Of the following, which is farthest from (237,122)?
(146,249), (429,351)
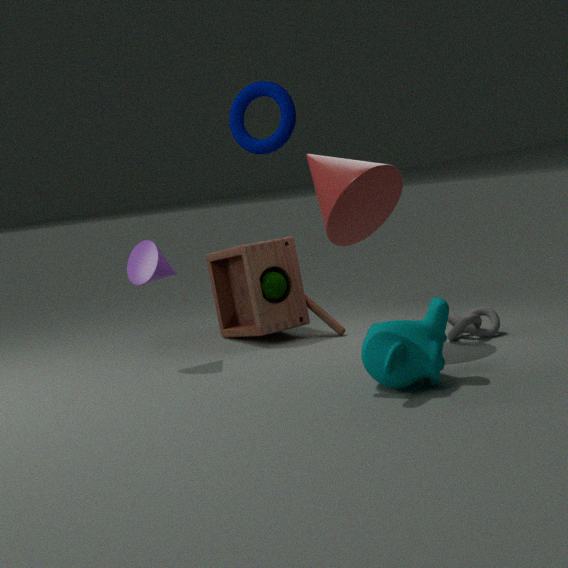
(146,249)
